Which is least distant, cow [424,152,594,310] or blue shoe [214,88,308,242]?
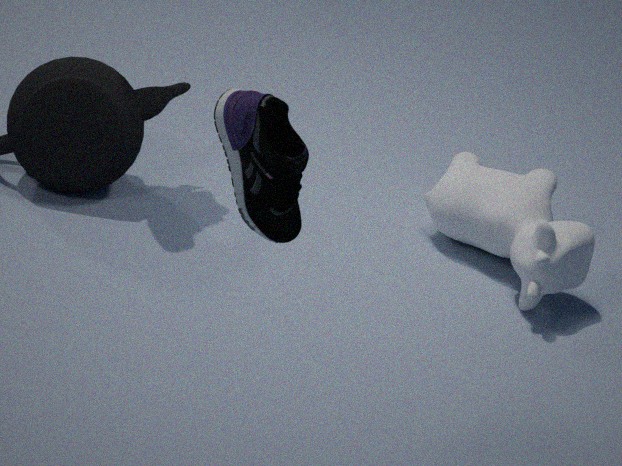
blue shoe [214,88,308,242]
